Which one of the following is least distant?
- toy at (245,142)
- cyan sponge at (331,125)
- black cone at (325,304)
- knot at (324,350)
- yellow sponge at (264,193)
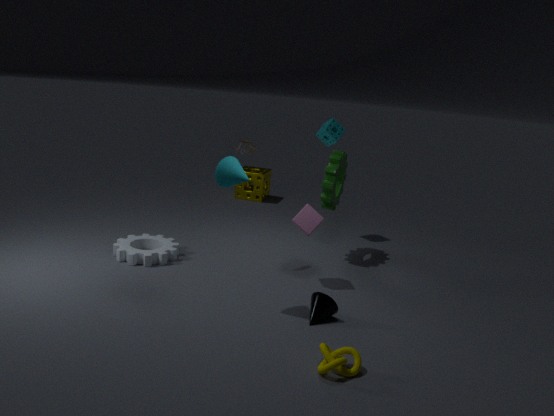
knot at (324,350)
